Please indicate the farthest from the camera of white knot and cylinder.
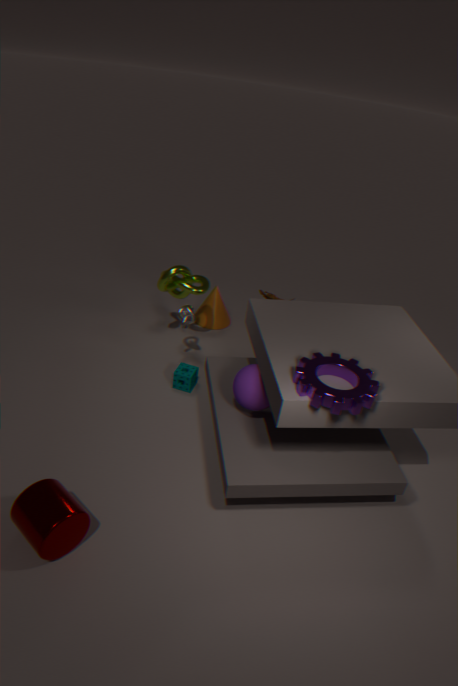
white knot
